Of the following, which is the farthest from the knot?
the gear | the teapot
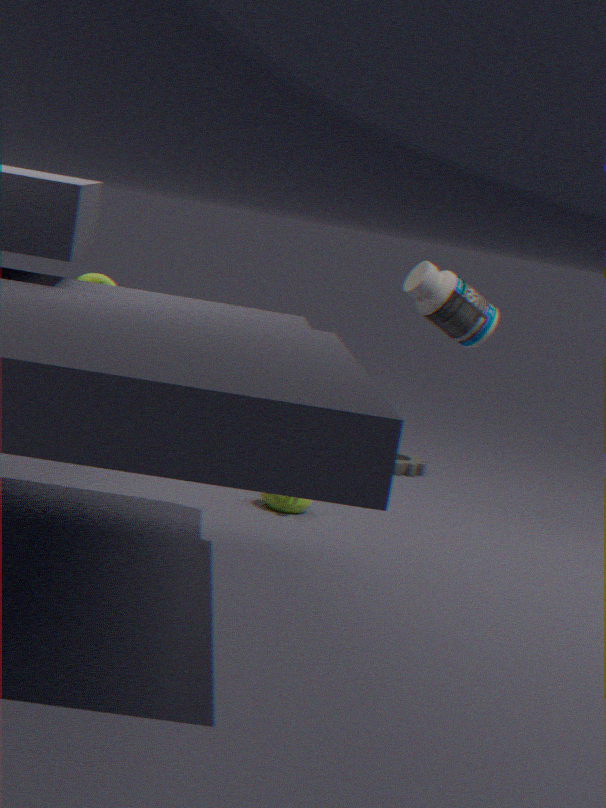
the gear
